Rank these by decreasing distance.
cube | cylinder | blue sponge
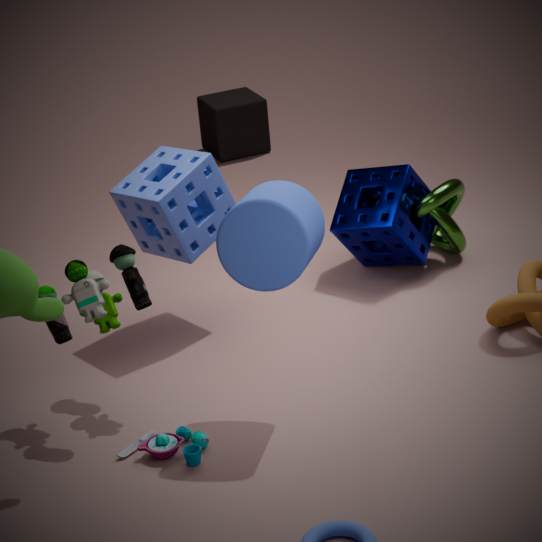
cube → blue sponge → cylinder
